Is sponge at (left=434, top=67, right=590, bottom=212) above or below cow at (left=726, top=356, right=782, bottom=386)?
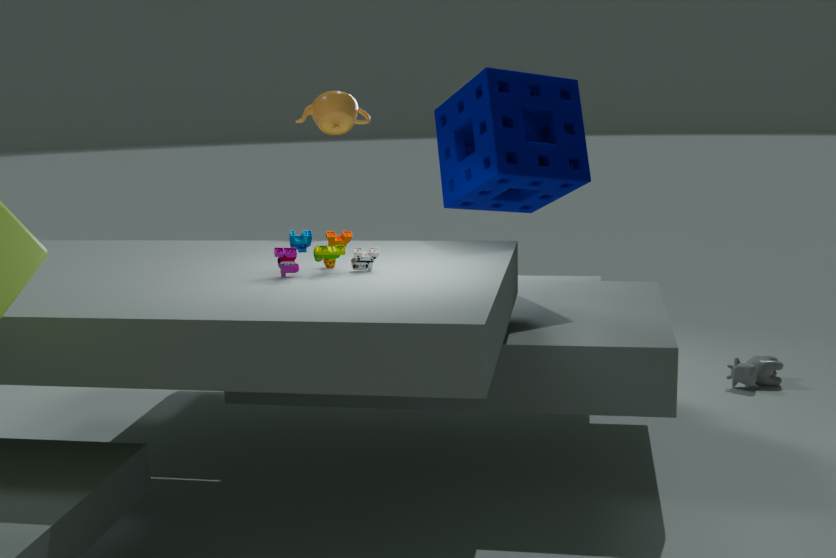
above
